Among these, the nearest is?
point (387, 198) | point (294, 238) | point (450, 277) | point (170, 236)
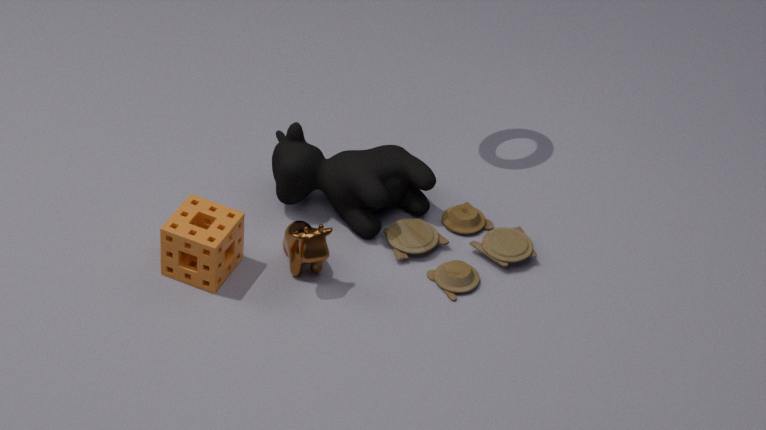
point (170, 236)
